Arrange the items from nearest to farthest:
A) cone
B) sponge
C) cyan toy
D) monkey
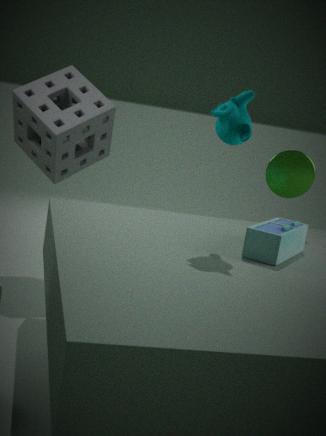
monkey
cyan toy
cone
sponge
